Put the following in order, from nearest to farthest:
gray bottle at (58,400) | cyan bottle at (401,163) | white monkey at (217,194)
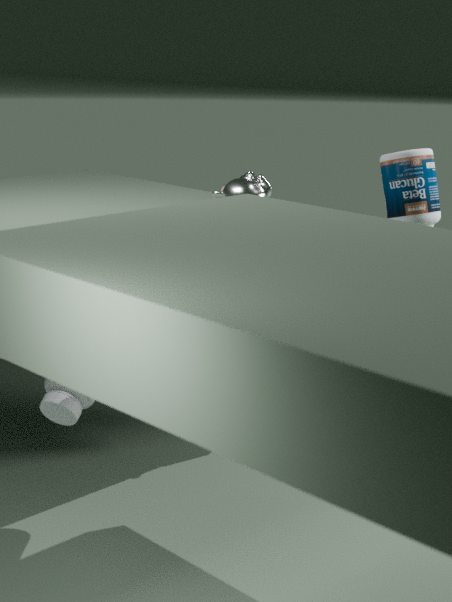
gray bottle at (58,400)
white monkey at (217,194)
cyan bottle at (401,163)
